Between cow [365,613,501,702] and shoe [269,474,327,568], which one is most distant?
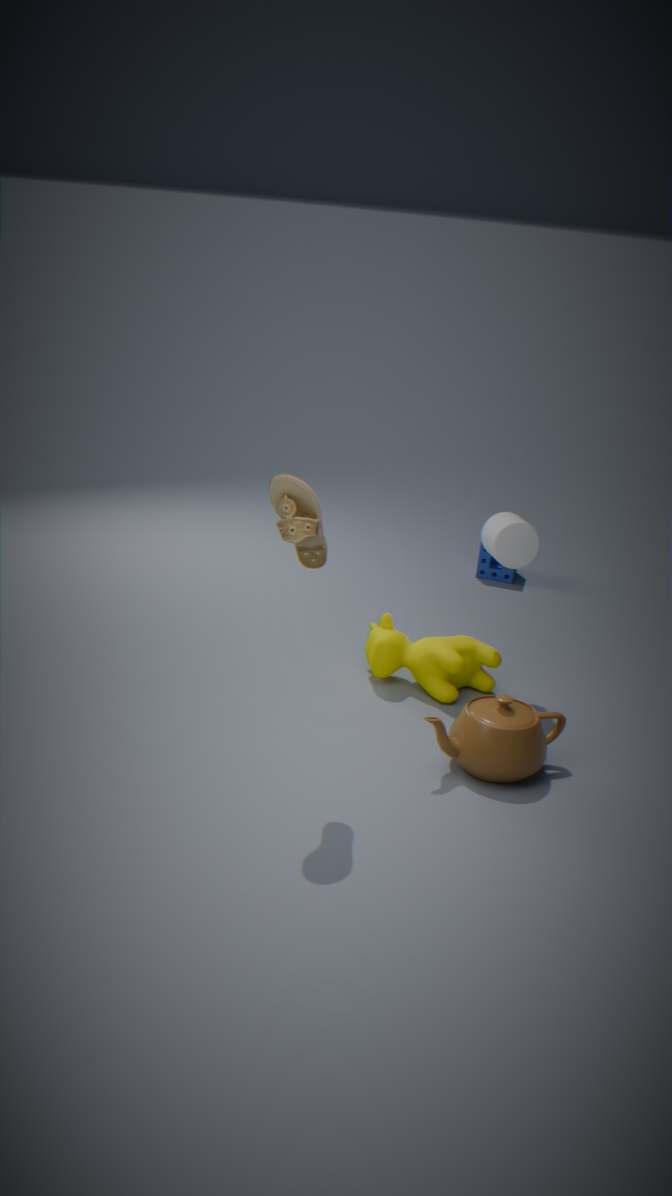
cow [365,613,501,702]
